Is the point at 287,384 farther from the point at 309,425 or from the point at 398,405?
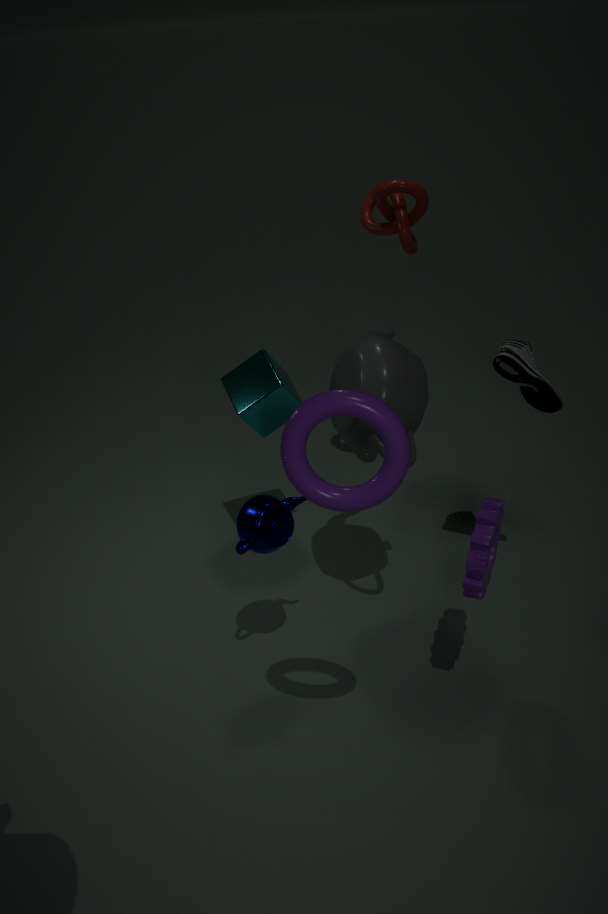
the point at 309,425
